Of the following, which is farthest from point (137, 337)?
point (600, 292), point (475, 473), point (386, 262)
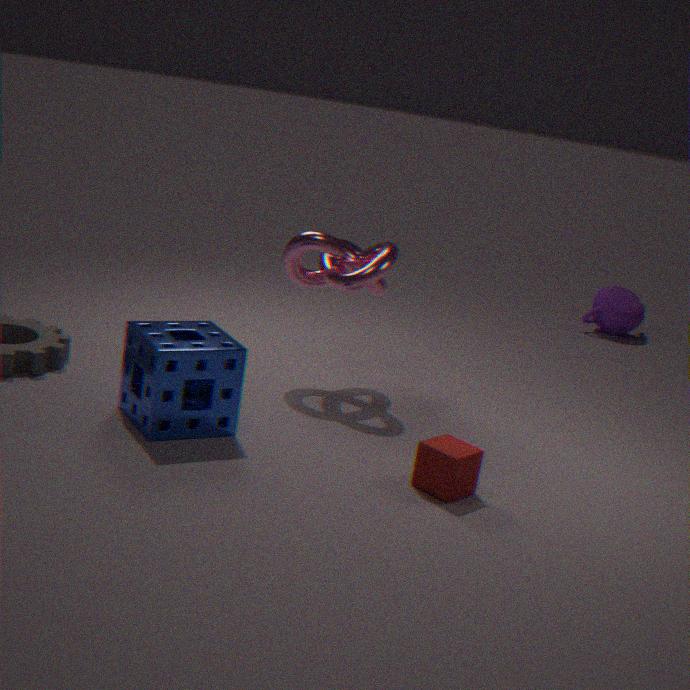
point (600, 292)
